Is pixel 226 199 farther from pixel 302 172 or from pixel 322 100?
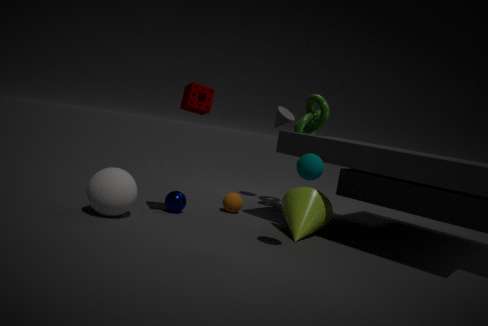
pixel 302 172
